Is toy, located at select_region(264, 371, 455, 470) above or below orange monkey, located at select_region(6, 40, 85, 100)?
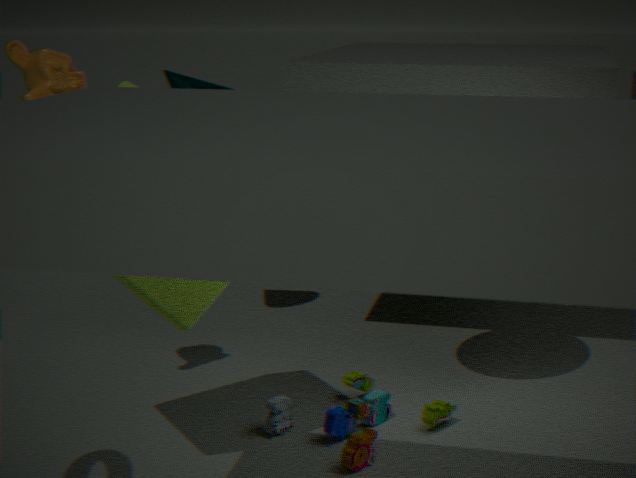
below
